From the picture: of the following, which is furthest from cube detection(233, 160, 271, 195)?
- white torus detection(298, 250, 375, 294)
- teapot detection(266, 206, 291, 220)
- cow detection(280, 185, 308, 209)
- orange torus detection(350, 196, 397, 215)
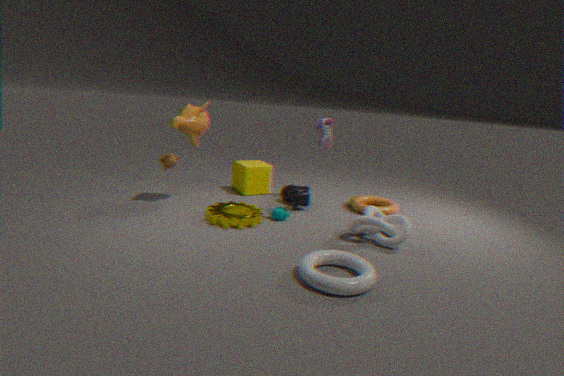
white torus detection(298, 250, 375, 294)
